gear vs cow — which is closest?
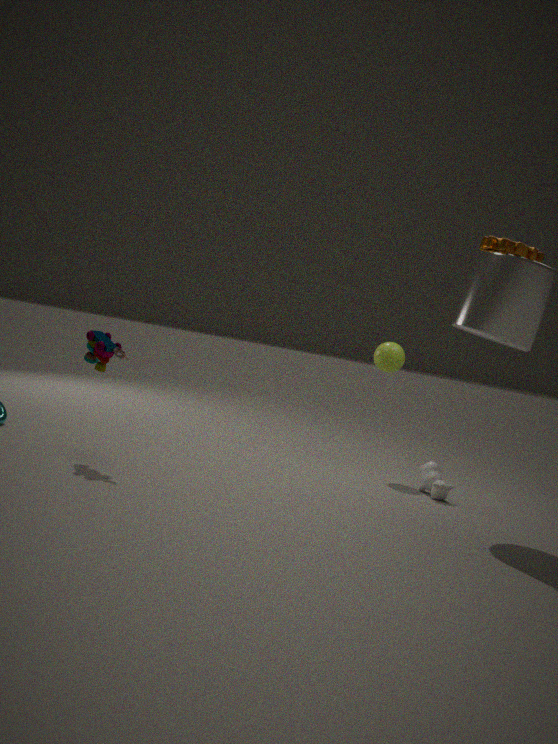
gear
